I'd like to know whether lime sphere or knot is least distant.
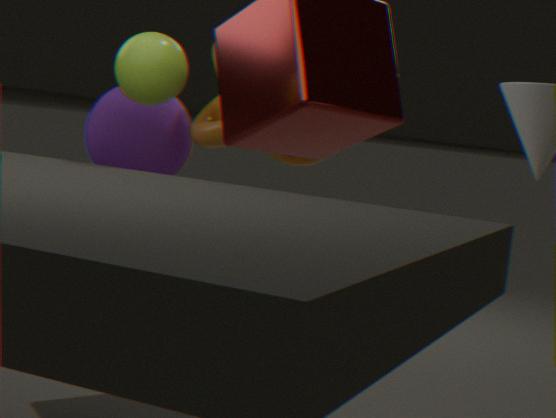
lime sphere
